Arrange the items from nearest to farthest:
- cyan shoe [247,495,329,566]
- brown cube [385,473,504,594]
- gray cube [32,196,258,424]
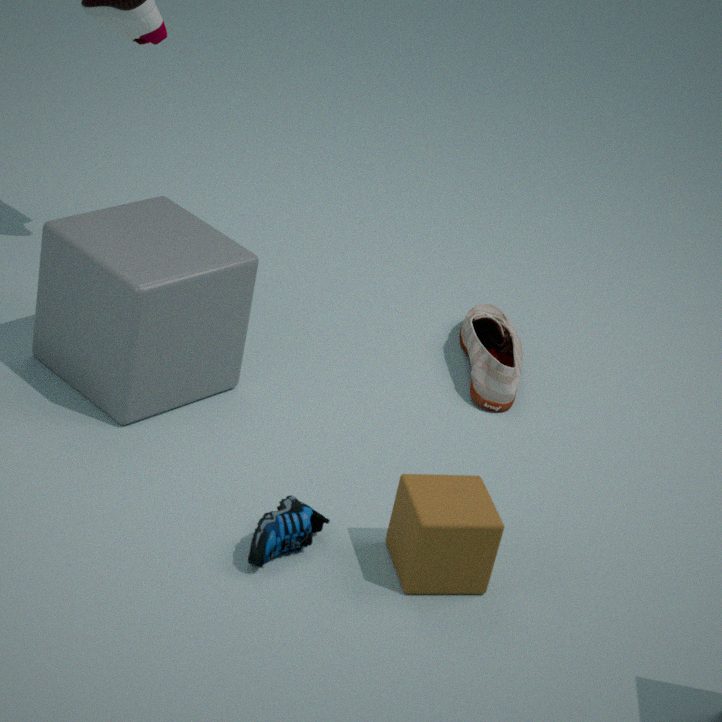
brown cube [385,473,504,594], cyan shoe [247,495,329,566], gray cube [32,196,258,424]
